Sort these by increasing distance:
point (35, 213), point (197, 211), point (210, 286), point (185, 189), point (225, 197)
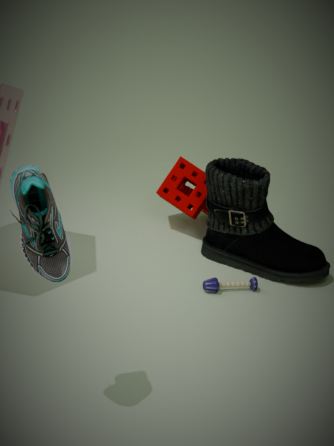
1. point (35, 213)
2. point (210, 286)
3. point (225, 197)
4. point (197, 211)
5. point (185, 189)
